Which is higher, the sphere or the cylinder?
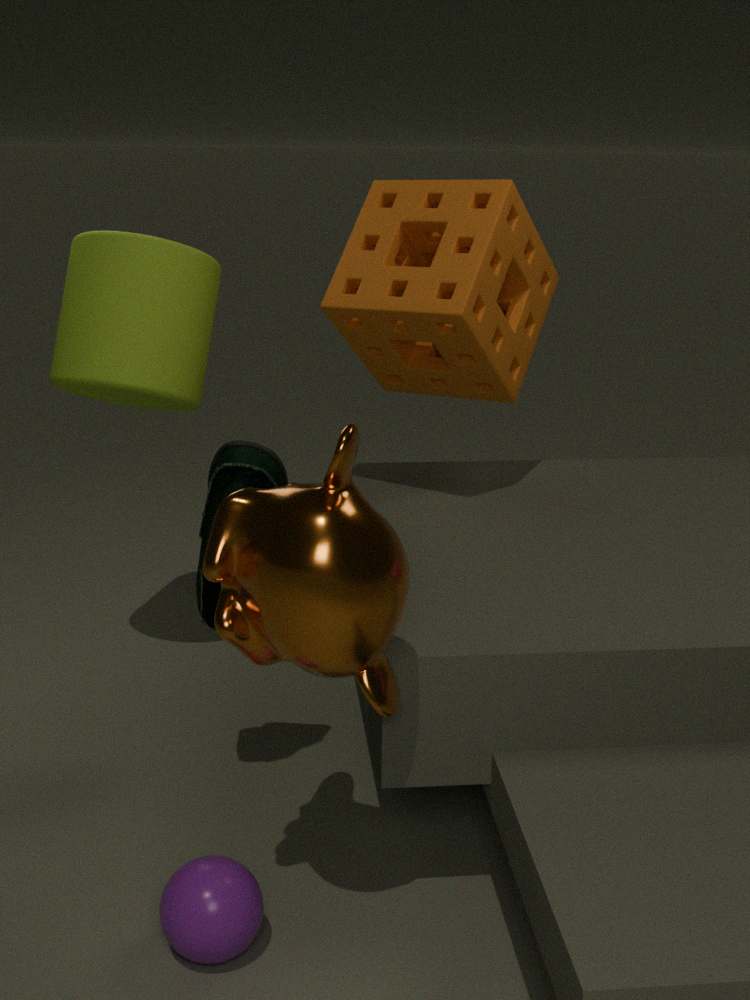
the cylinder
